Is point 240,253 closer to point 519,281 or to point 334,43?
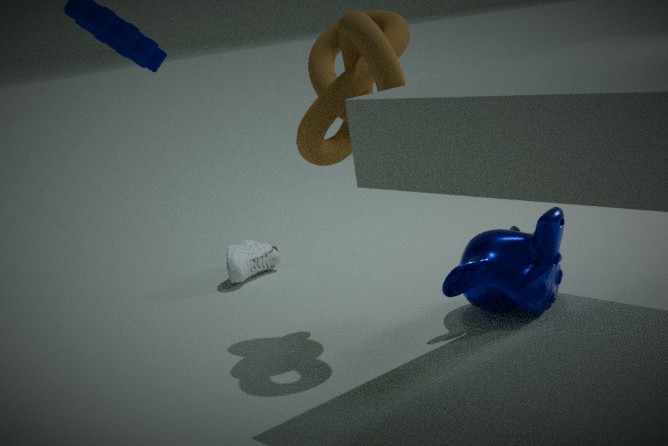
point 334,43
